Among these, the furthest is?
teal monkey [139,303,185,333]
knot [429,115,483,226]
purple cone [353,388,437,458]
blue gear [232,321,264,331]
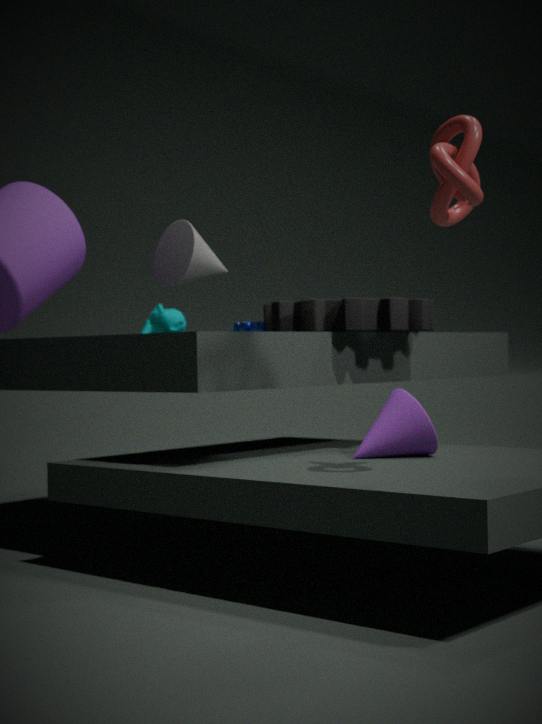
teal monkey [139,303,185,333]
